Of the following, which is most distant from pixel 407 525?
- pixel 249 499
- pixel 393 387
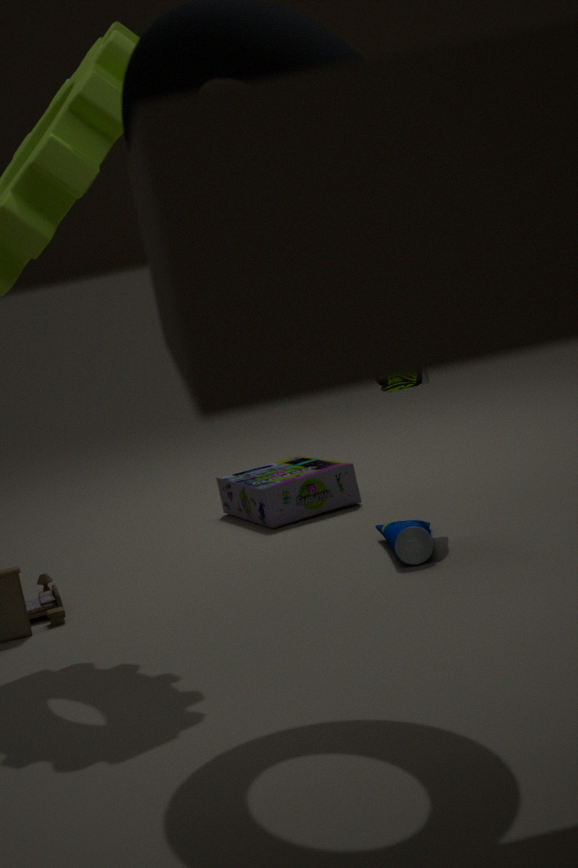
pixel 249 499
